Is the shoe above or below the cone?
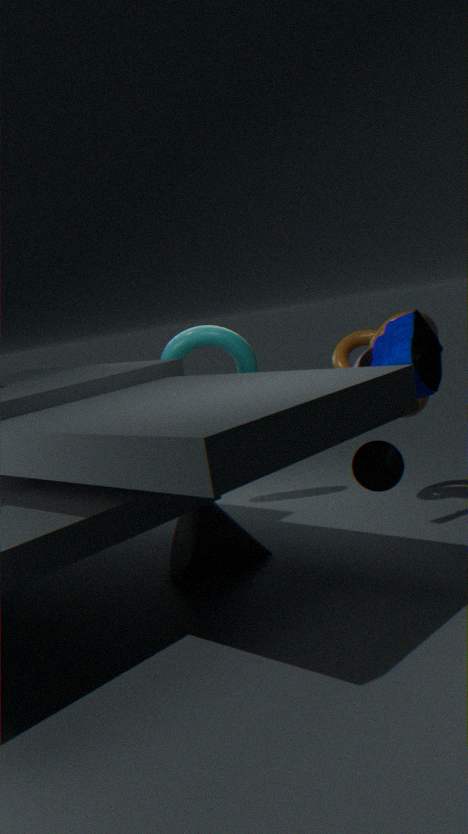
above
